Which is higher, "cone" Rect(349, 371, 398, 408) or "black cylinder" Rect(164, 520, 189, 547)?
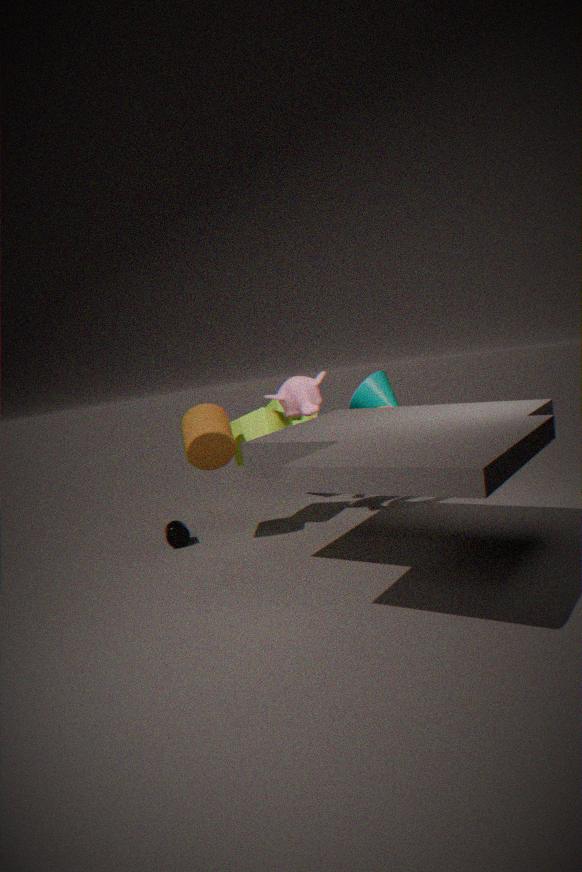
"cone" Rect(349, 371, 398, 408)
